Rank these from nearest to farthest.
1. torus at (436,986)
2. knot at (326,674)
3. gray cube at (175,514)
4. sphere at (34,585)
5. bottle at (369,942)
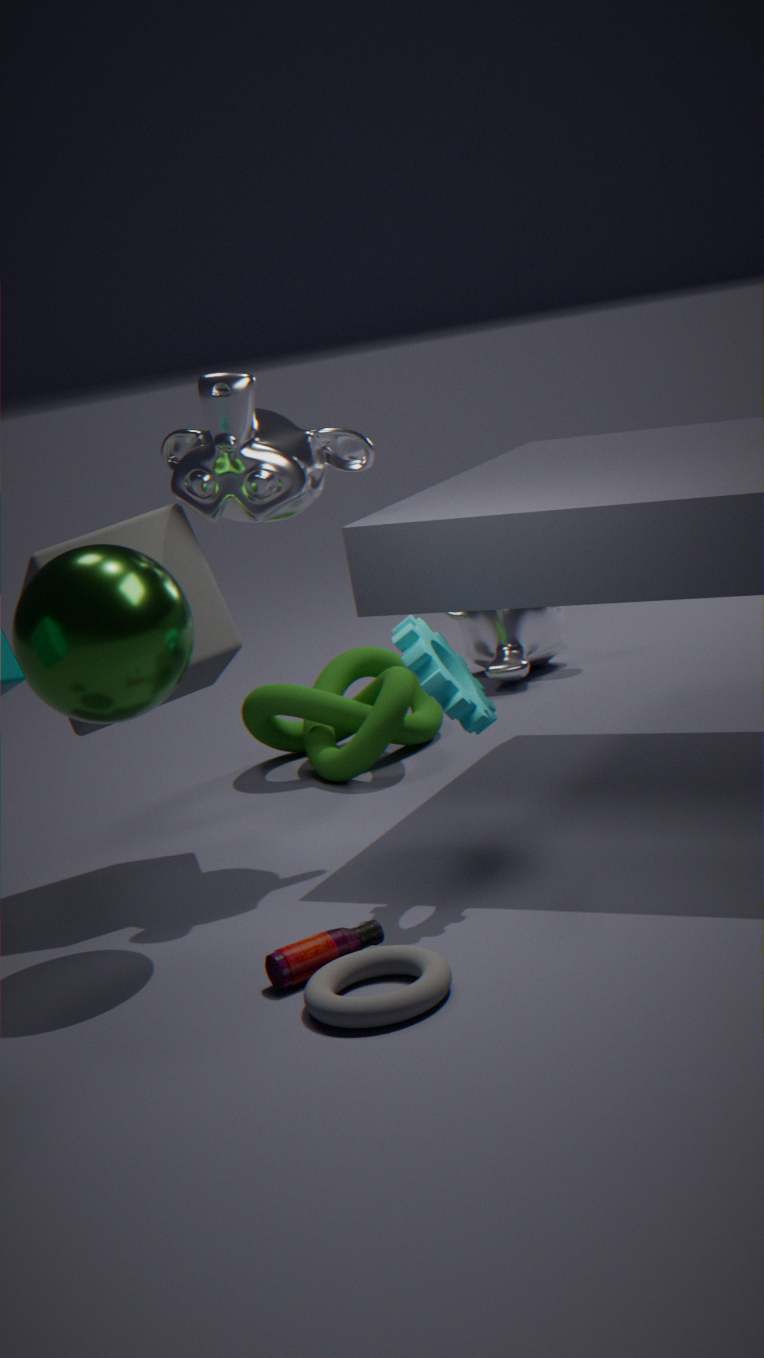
torus at (436,986)
bottle at (369,942)
sphere at (34,585)
gray cube at (175,514)
knot at (326,674)
